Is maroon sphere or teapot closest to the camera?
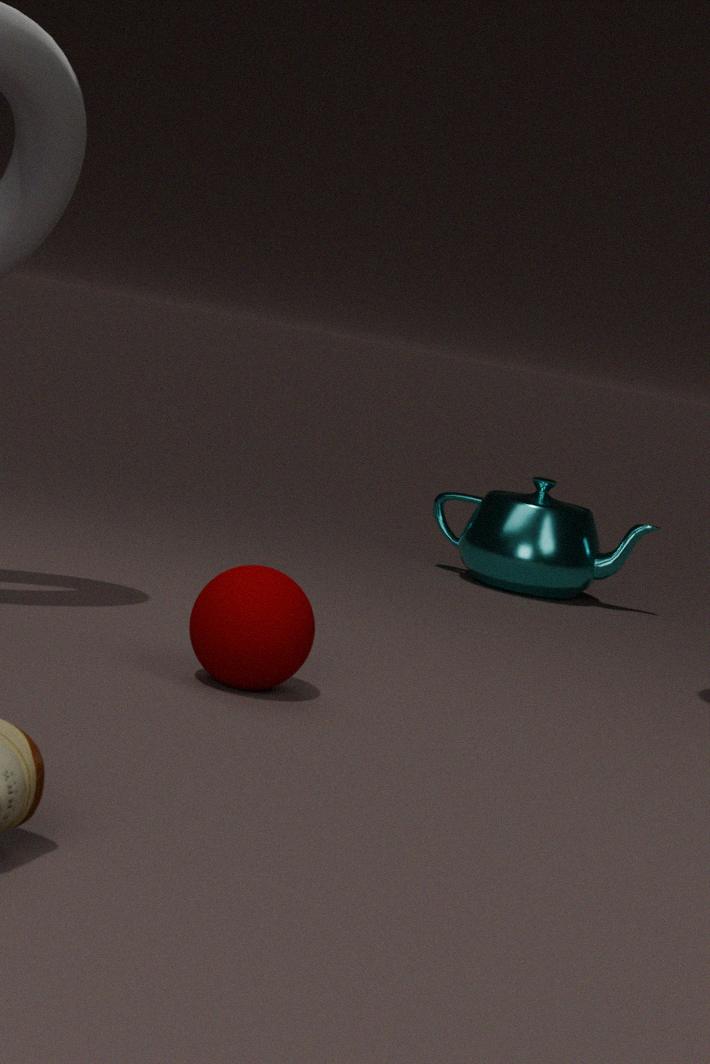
maroon sphere
